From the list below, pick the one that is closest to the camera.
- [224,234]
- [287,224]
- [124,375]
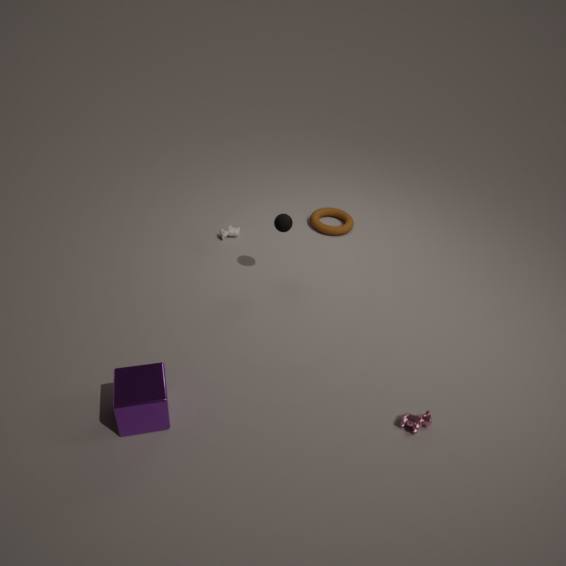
[124,375]
